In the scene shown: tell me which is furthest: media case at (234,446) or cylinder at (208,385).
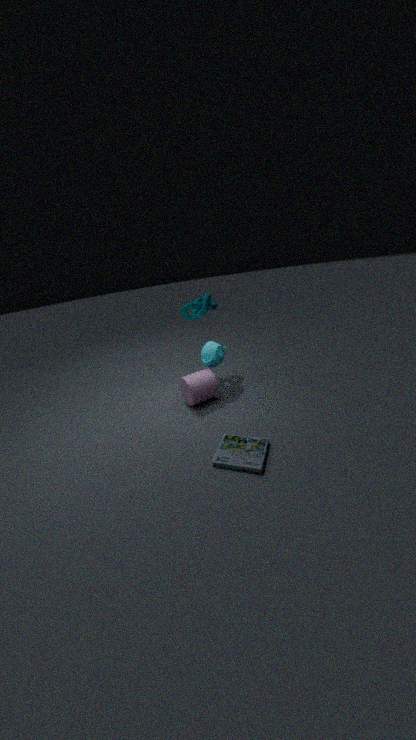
cylinder at (208,385)
